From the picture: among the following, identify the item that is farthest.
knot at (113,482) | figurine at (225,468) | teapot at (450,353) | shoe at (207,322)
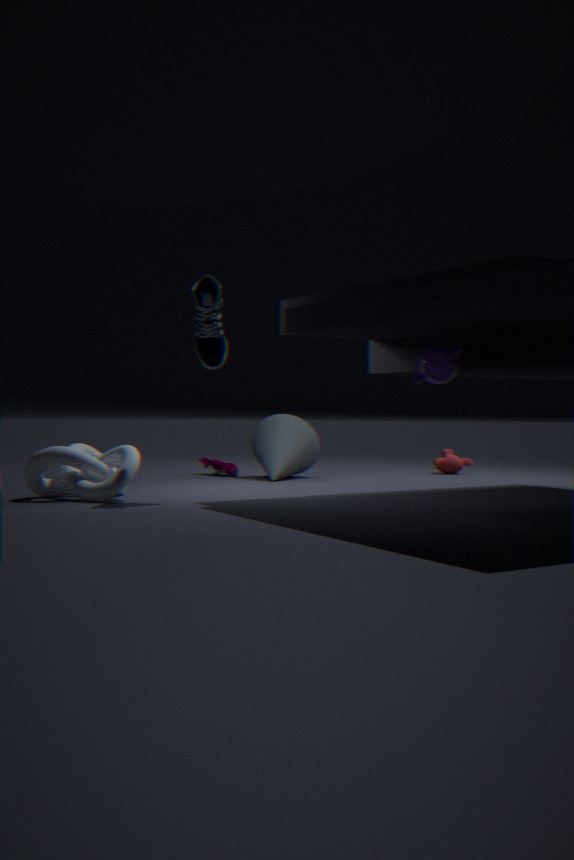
figurine at (225,468)
